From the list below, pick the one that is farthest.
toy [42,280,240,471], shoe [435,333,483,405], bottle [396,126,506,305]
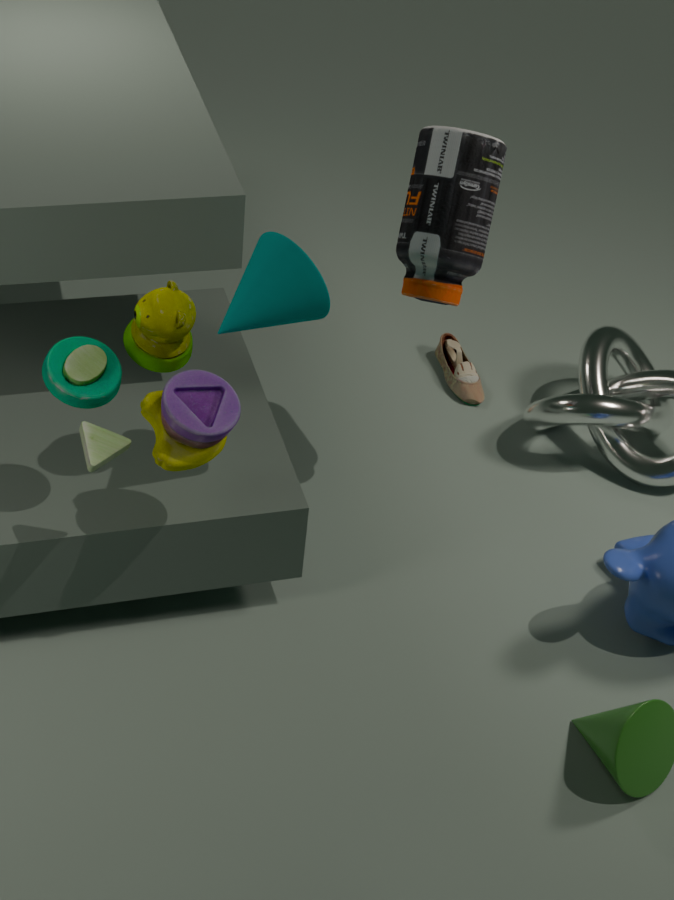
shoe [435,333,483,405]
